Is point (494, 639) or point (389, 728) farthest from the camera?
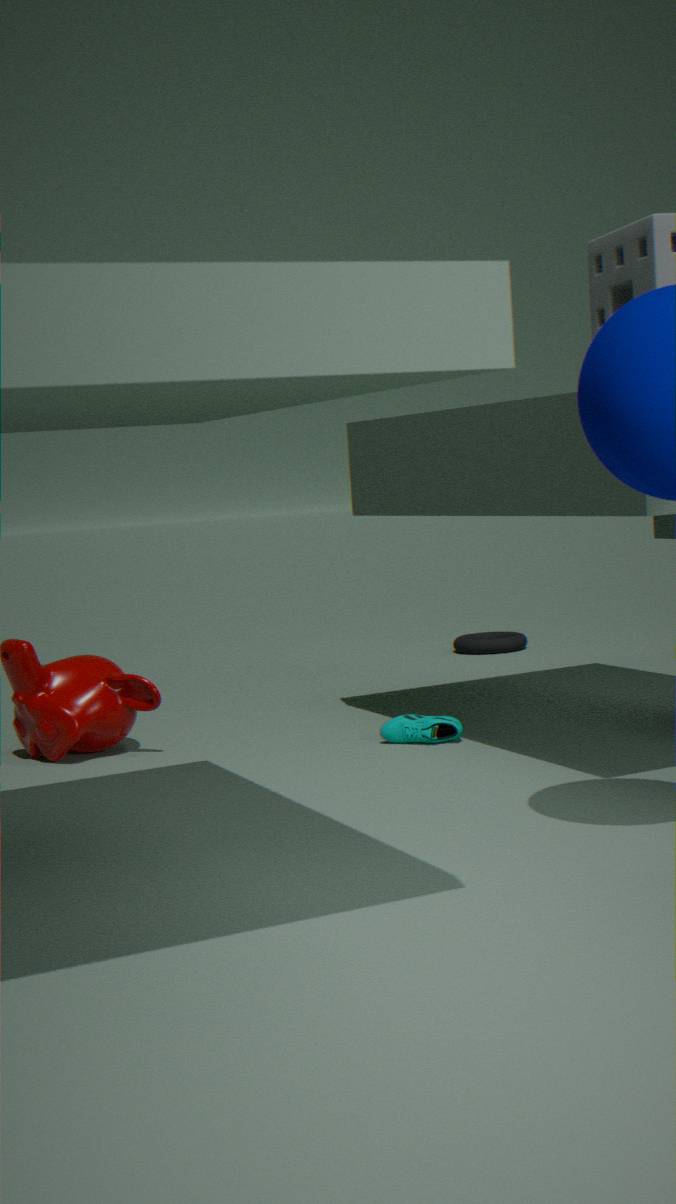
point (494, 639)
